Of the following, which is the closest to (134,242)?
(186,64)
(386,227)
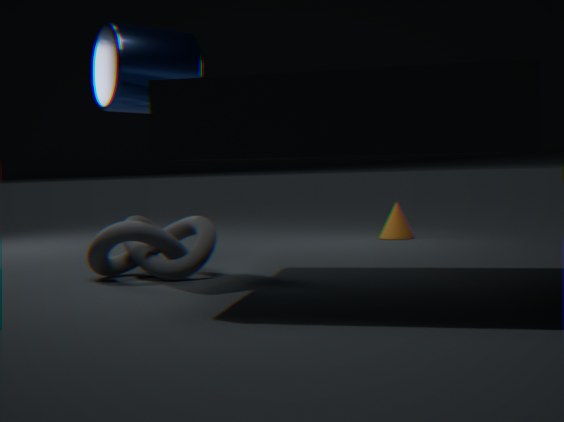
(186,64)
